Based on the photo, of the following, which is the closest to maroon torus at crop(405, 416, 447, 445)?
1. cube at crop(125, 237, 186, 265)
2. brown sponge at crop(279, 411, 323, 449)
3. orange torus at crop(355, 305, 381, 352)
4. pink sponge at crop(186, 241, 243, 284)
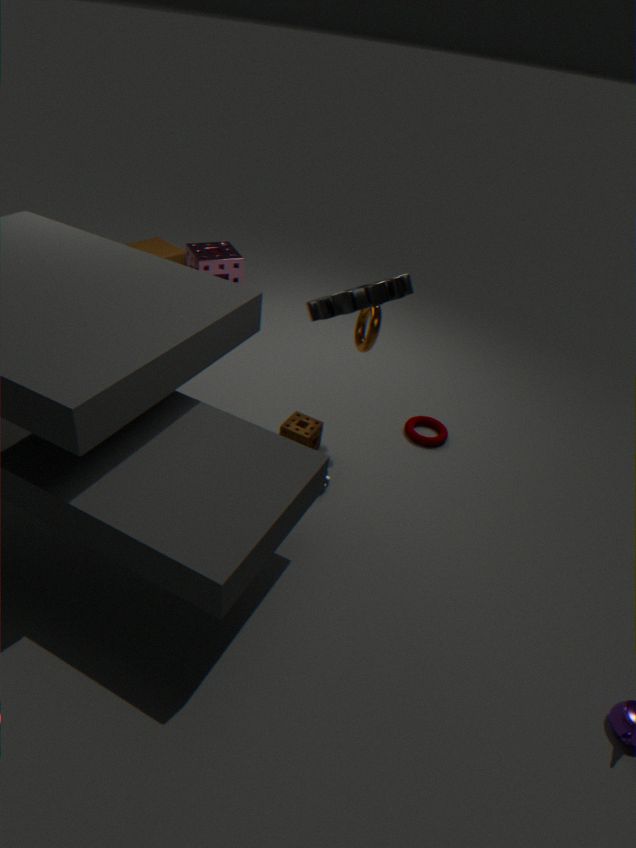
brown sponge at crop(279, 411, 323, 449)
